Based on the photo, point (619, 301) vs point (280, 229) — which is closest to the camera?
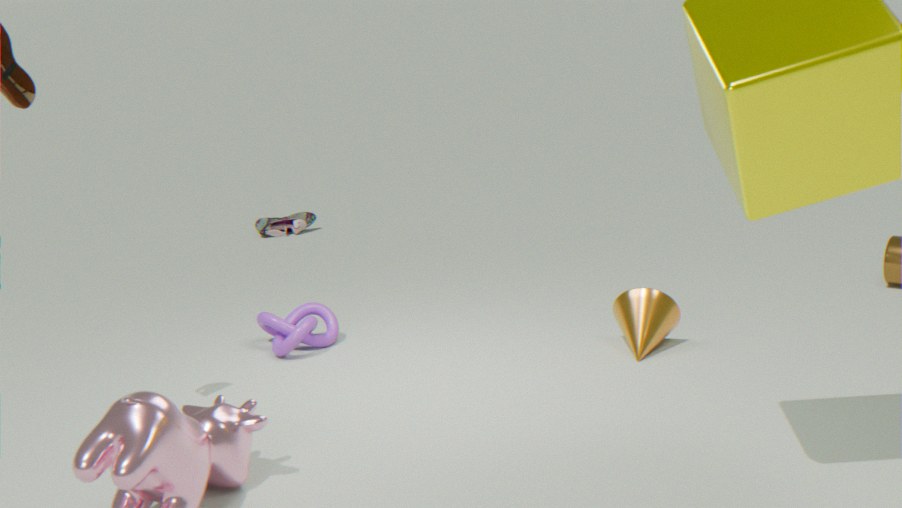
point (619, 301)
